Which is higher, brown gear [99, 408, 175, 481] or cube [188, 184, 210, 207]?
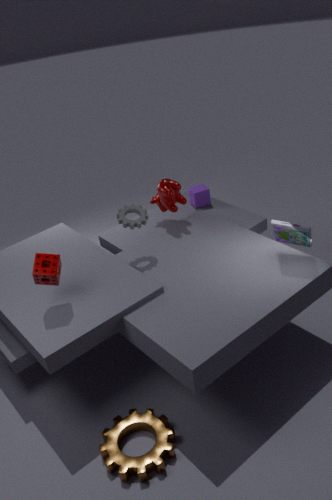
cube [188, 184, 210, 207]
